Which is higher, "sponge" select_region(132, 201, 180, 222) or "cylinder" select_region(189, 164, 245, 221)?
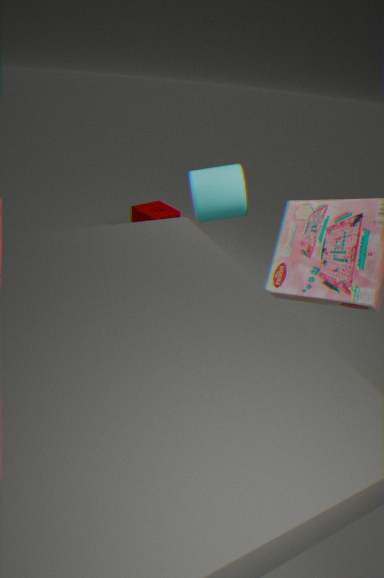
"cylinder" select_region(189, 164, 245, 221)
